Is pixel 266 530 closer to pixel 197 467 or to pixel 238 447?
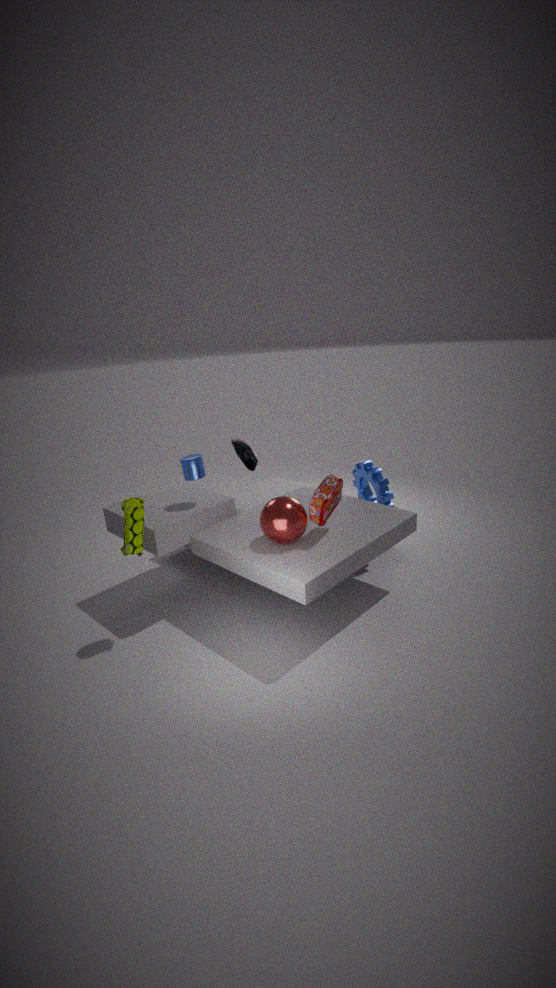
pixel 197 467
